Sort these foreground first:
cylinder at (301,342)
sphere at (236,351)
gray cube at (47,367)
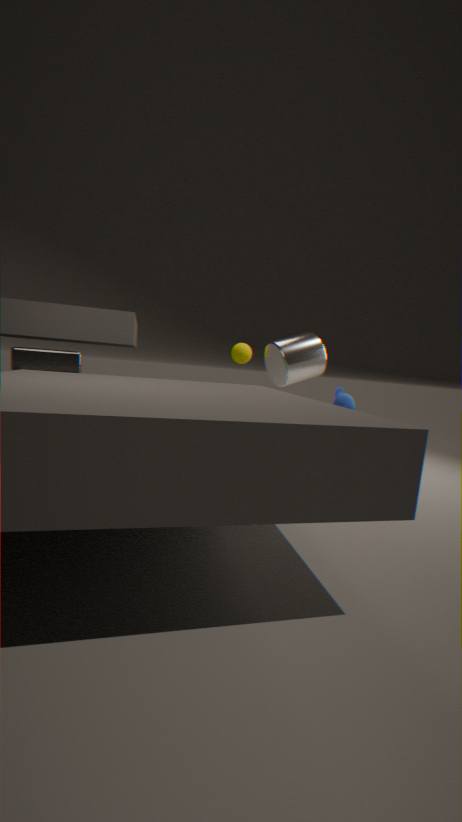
gray cube at (47,367) < cylinder at (301,342) < sphere at (236,351)
